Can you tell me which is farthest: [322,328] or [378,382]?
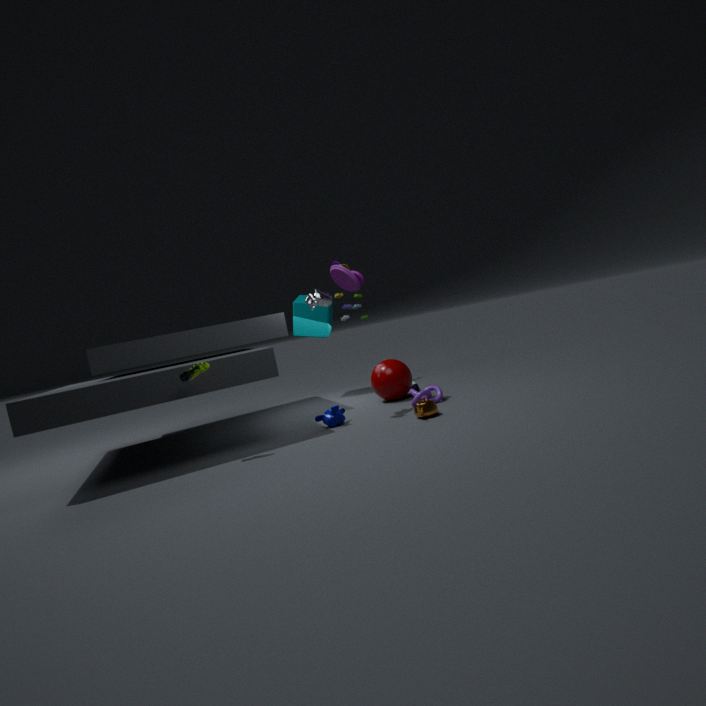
[322,328]
